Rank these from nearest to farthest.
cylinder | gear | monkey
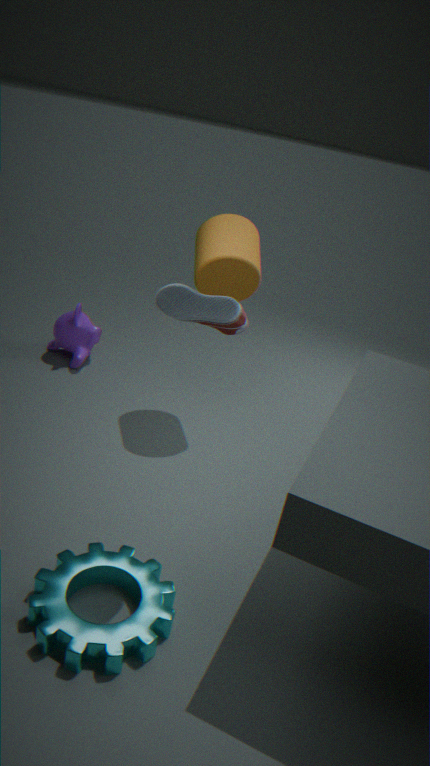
gear < cylinder < monkey
